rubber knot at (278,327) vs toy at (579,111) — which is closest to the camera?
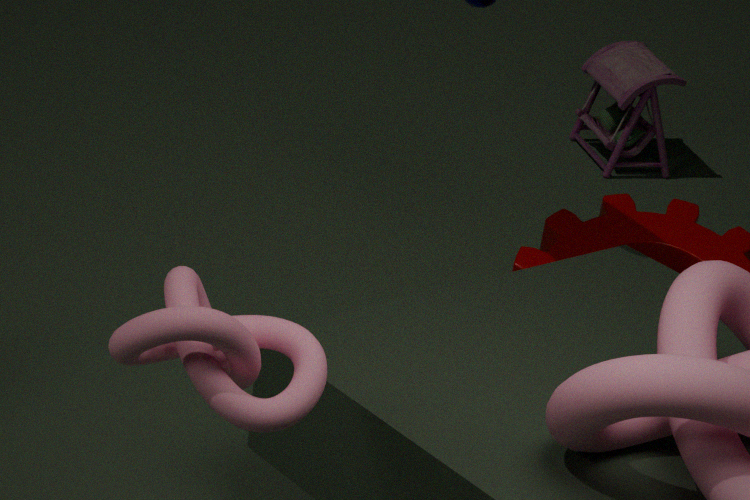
rubber knot at (278,327)
